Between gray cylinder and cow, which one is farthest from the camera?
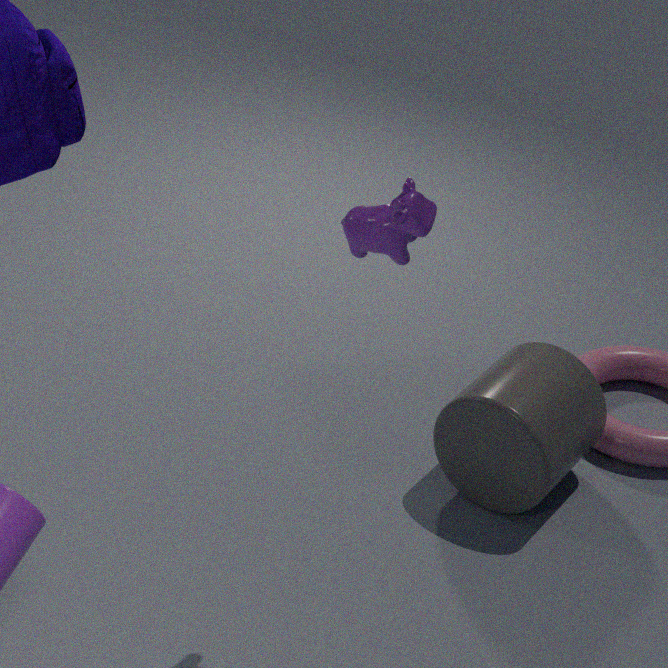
gray cylinder
